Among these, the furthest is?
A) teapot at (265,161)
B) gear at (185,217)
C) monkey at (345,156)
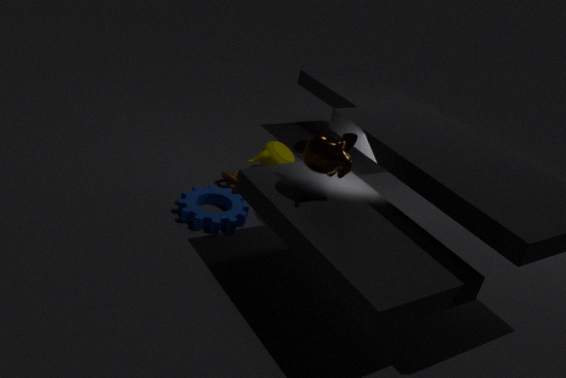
teapot at (265,161)
